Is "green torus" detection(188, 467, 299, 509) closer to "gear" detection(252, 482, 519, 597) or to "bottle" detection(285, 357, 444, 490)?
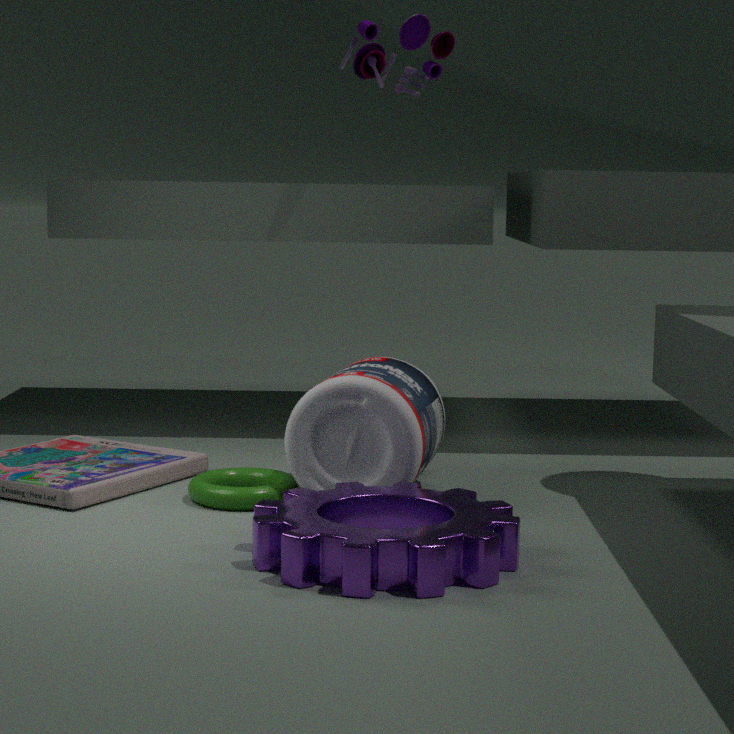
"bottle" detection(285, 357, 444, 490)
